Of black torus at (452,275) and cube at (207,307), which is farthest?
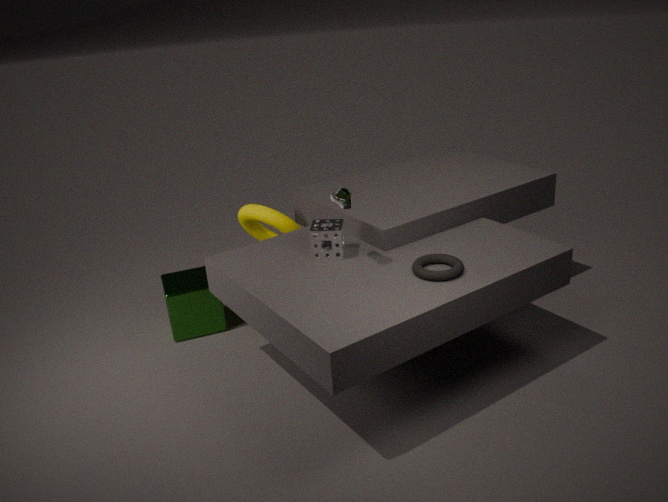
cube at (207,307)
